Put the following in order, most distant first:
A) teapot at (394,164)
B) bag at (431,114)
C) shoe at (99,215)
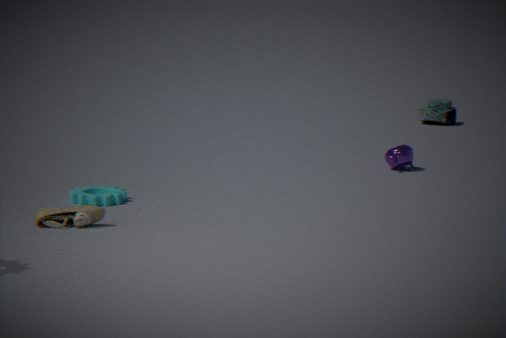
bag at (431,114) < teapot at (394,164) < shoe at (99,215)
